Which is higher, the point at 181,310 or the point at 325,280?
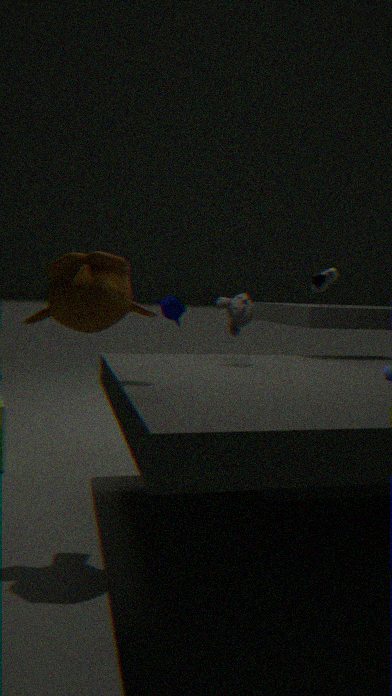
the point at 325,280
